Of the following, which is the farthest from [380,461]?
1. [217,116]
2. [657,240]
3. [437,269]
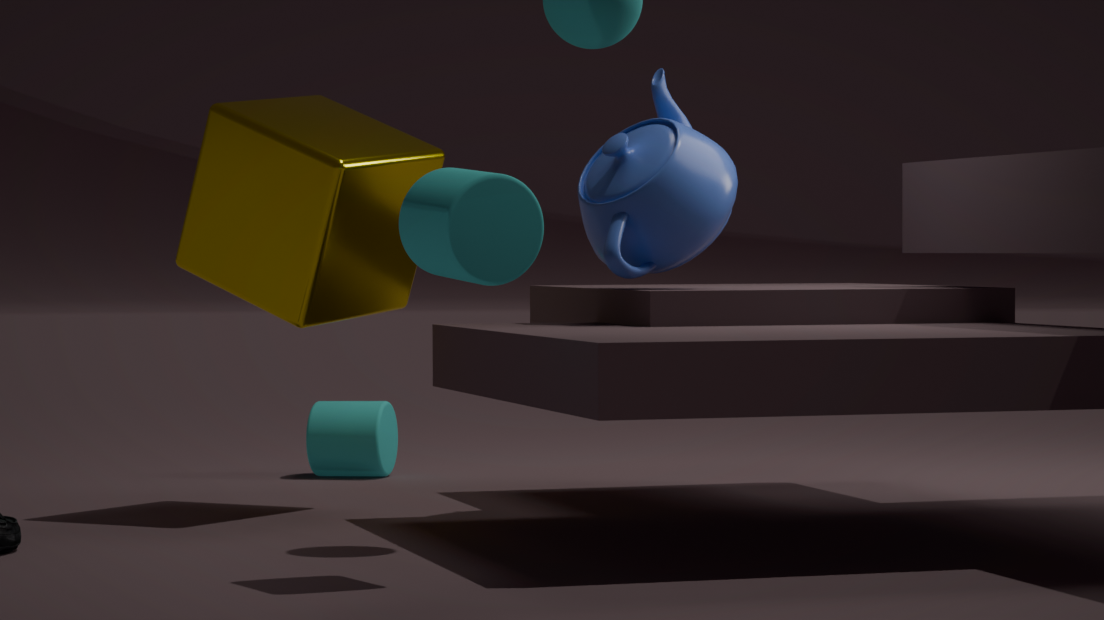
[437,269]
